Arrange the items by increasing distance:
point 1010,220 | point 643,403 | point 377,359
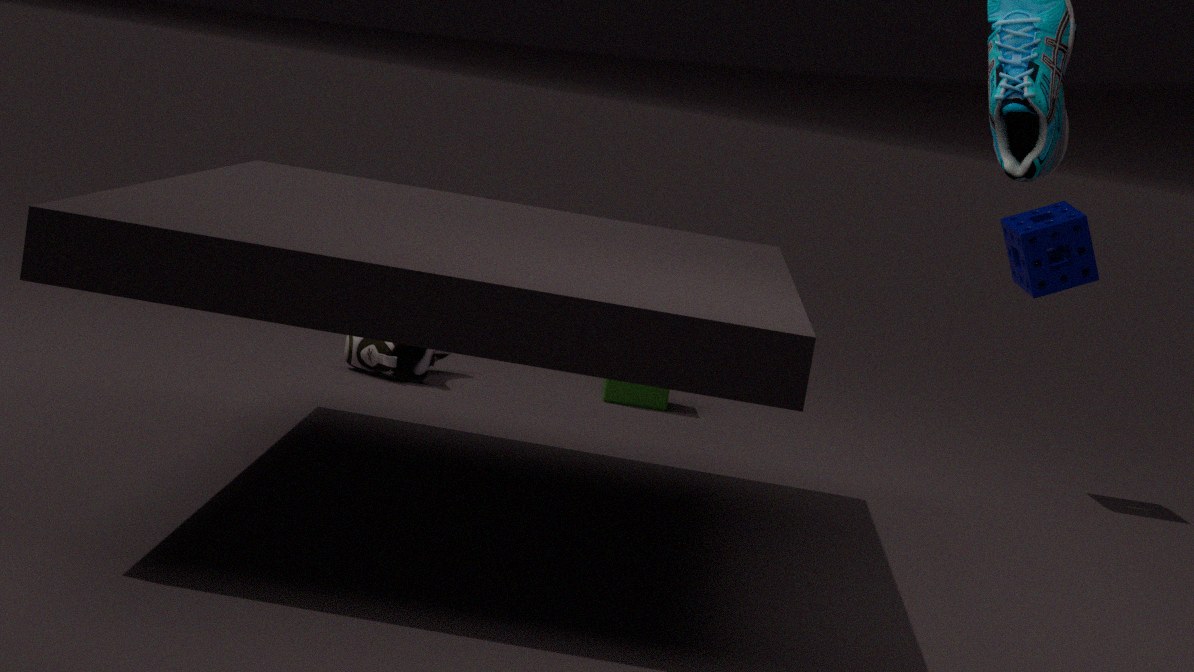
1. point 1010,220
2. point 377,359
3. point 643,403
